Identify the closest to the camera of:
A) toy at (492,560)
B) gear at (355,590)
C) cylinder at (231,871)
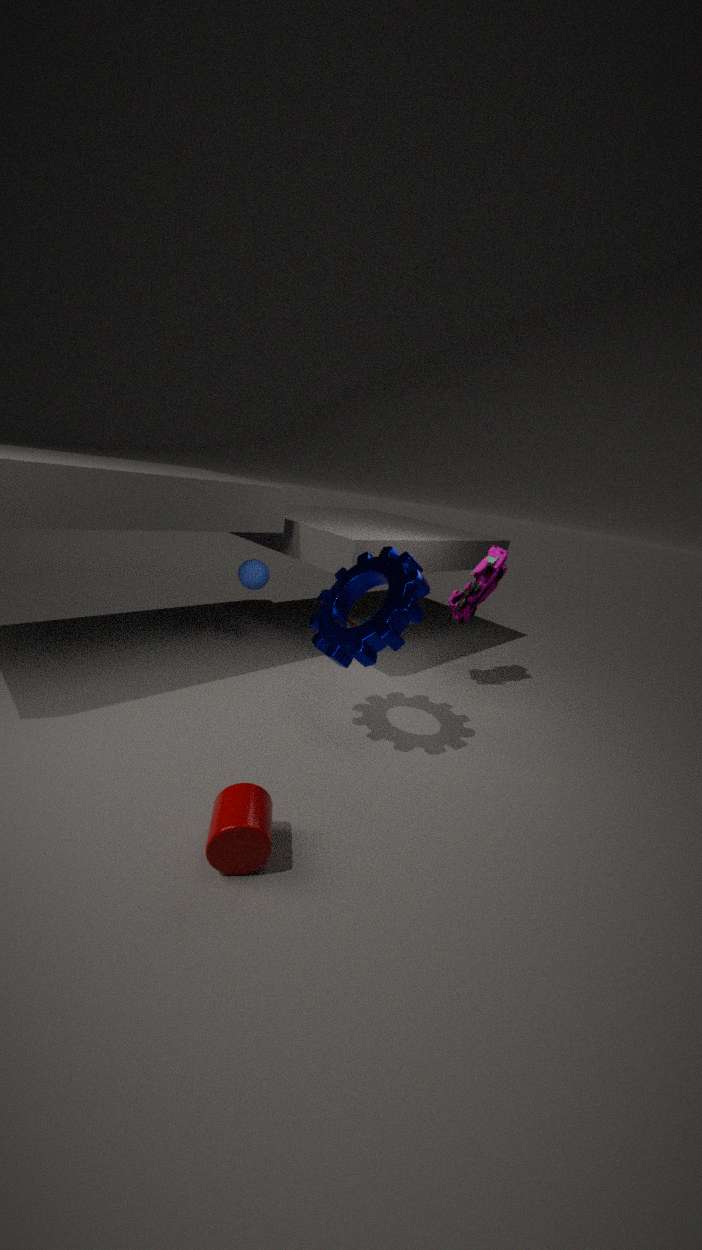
cylinder at (231,871)
